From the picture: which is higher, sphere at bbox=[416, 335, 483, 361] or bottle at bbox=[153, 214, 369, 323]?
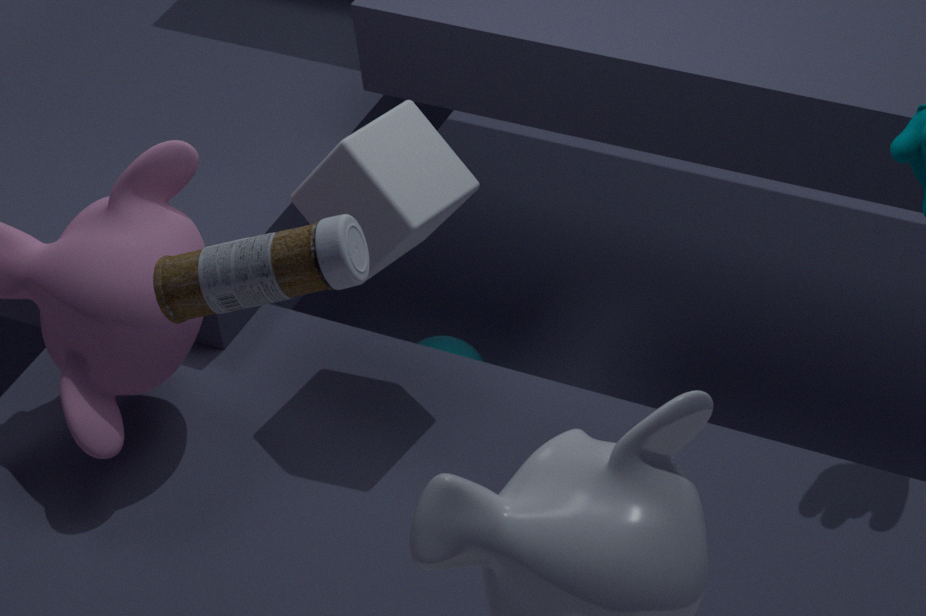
bottle at bbox=[153, 214, 369, 323]
